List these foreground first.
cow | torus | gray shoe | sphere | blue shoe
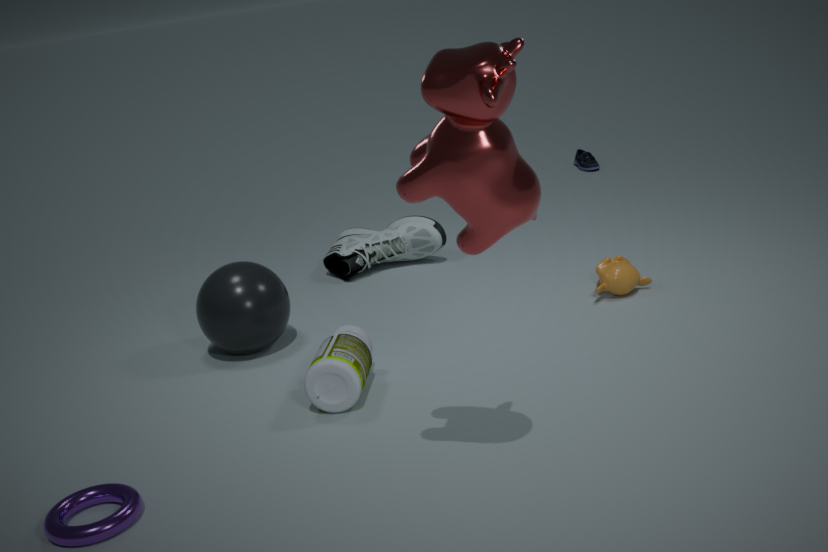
cow → torus → sphere → gray shoe → blue shoe
